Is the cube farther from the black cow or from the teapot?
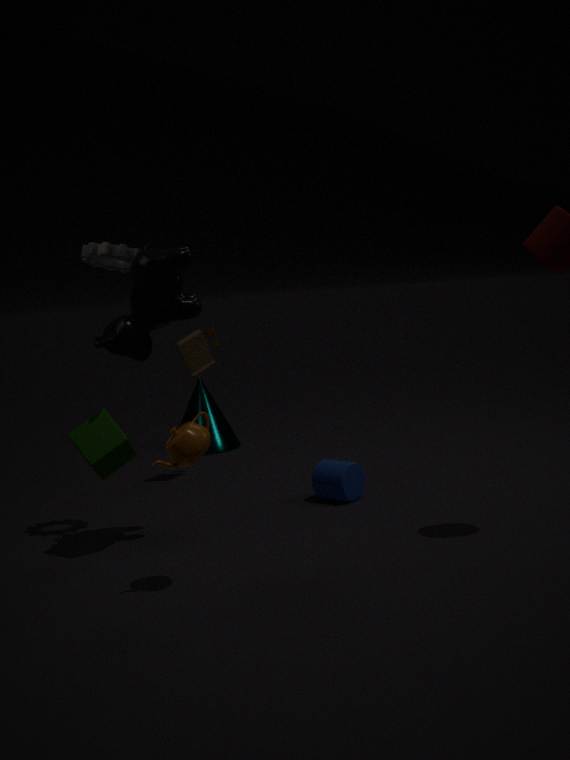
the teapot
